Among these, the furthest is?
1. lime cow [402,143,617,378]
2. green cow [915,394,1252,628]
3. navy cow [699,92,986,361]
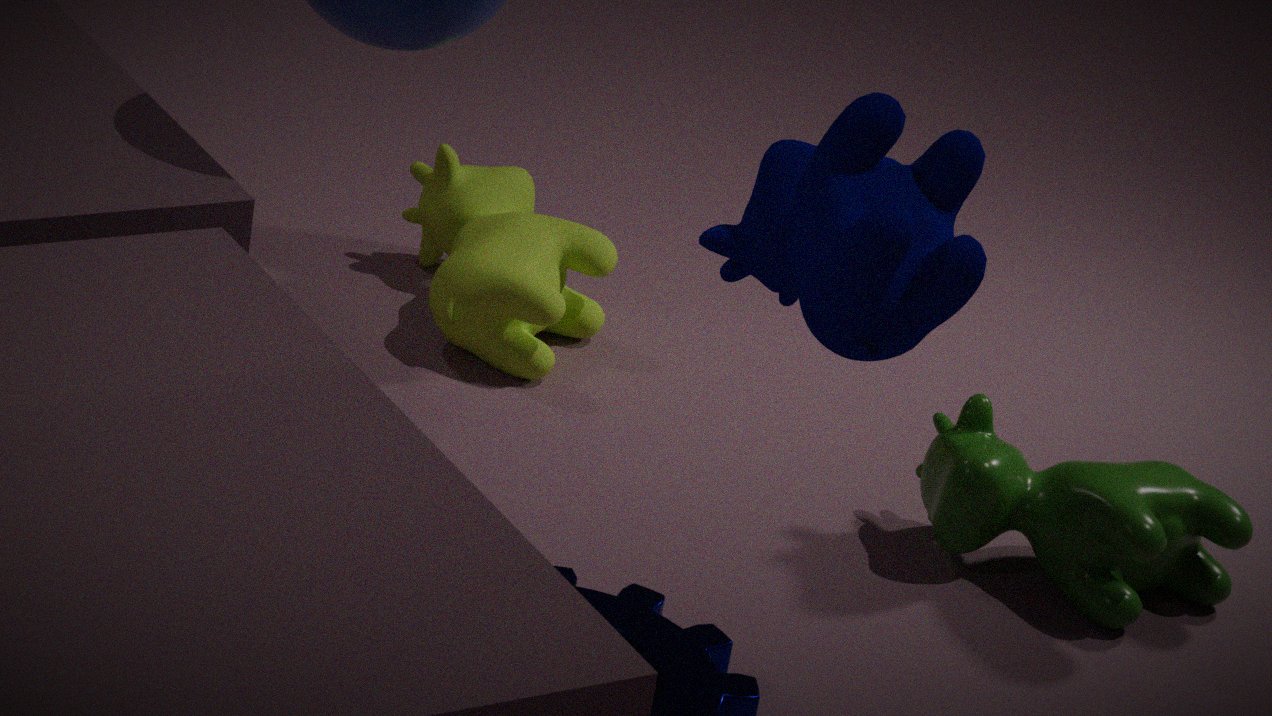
lime cow [402,143,617,378]
